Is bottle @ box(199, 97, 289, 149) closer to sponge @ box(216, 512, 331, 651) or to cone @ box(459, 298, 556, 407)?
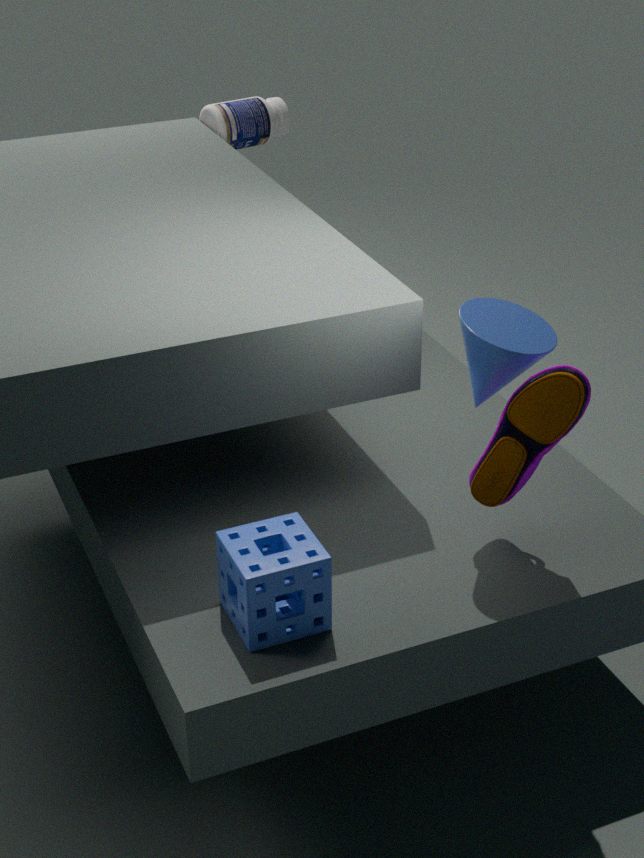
cone @ box(459, 298, 556, 407)
